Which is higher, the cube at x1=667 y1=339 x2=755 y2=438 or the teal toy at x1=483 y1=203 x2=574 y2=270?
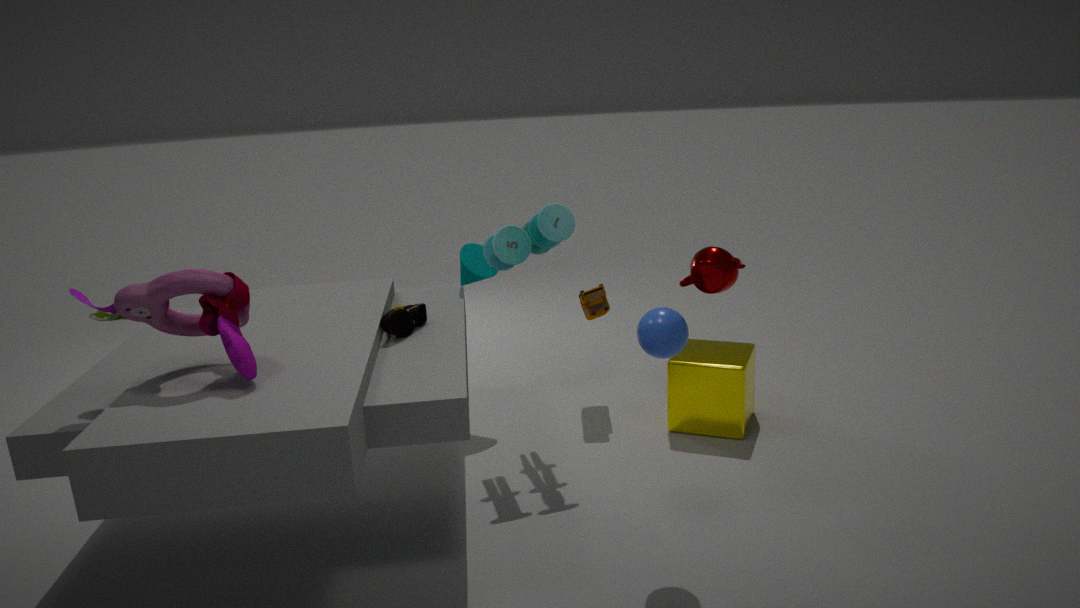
the teal toy at x1=483 y1=203 x2=574 y2=270
